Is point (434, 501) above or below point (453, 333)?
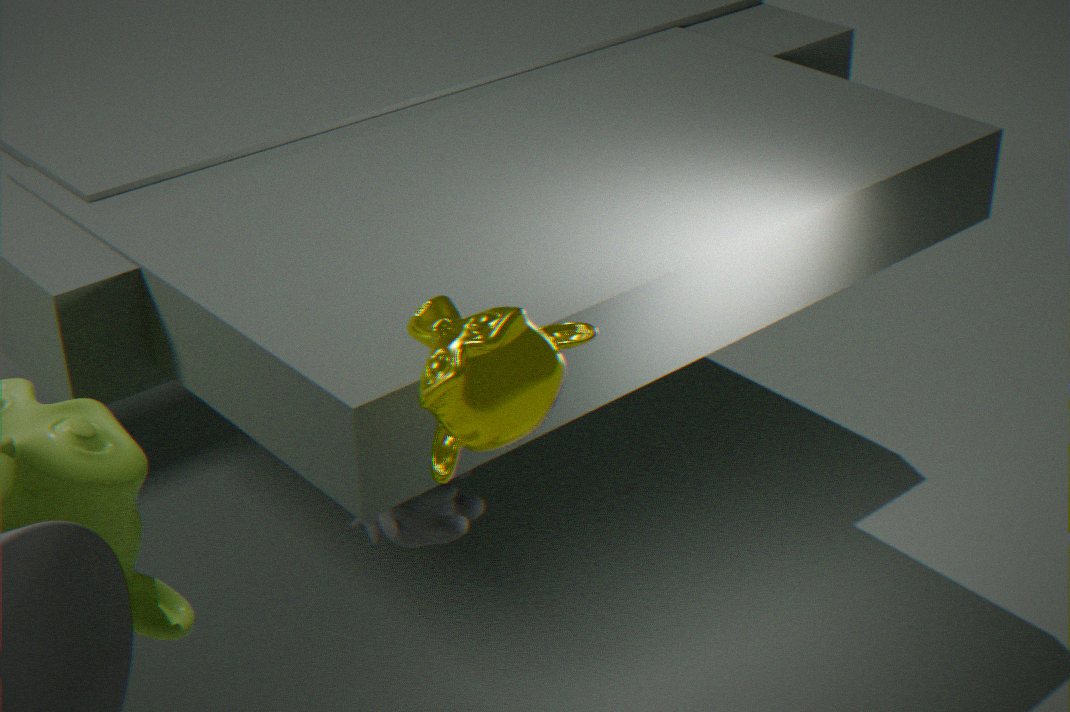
below
